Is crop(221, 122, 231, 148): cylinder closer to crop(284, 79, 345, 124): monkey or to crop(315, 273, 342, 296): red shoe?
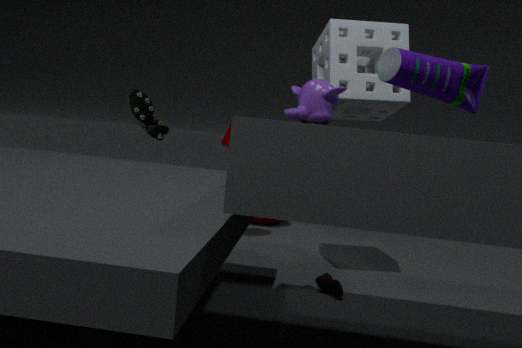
crop(315, 273, 342, 296): red shoe
